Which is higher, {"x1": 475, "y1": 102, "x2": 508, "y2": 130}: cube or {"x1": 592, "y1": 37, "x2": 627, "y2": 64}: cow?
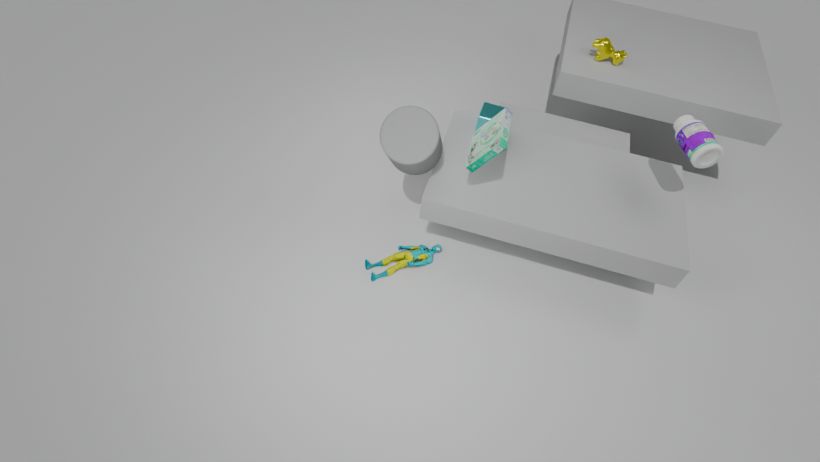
{"x1": 592, "y1": 37, "x2": 627, "y2": 64}: cow
